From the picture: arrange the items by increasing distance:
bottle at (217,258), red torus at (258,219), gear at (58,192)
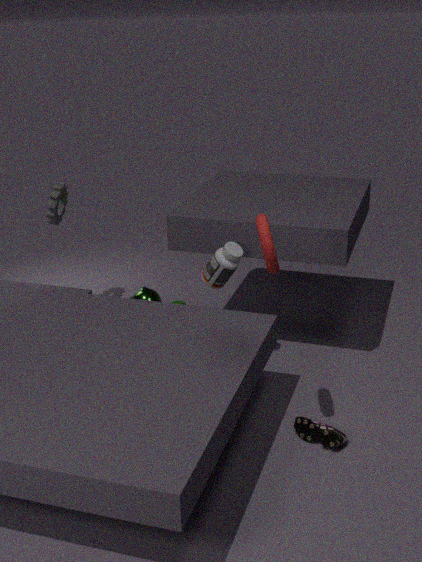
red torus at (258,219), bottle at (217,258), gear at (58,192)
